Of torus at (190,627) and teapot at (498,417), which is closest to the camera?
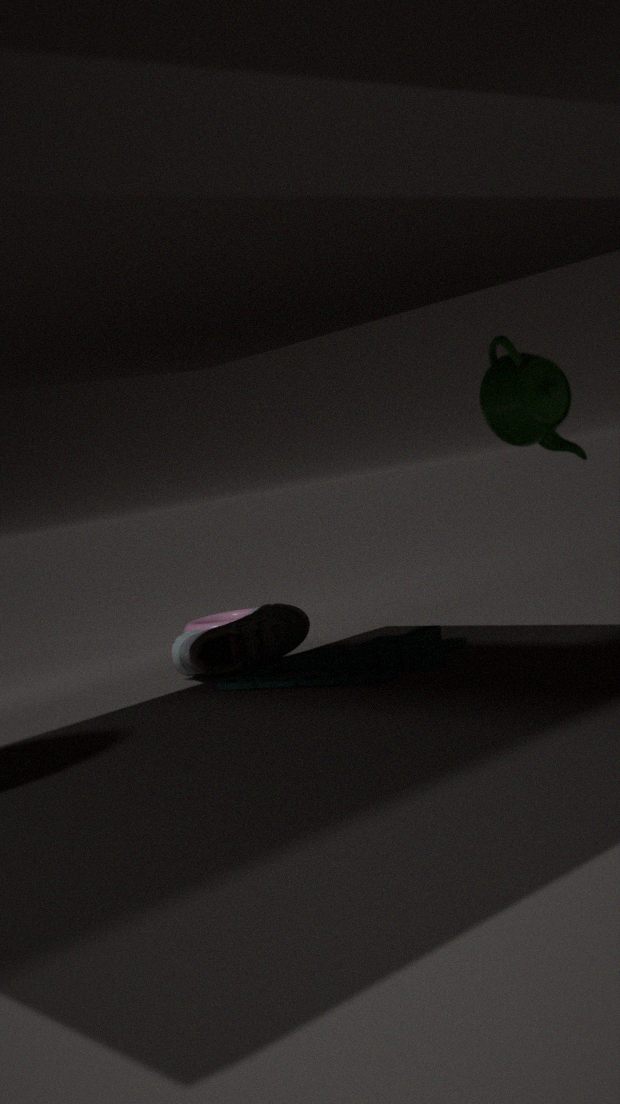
teapot at (498,417)
